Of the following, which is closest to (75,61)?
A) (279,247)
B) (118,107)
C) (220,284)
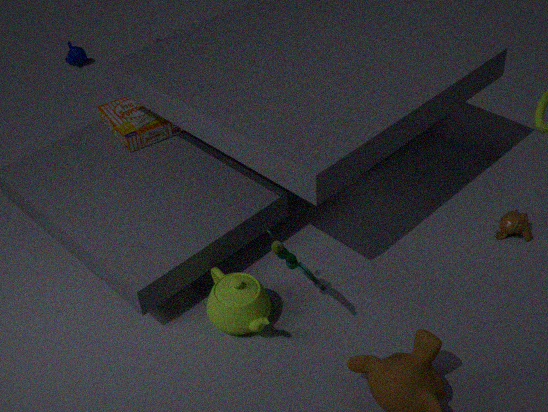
(118,107)
